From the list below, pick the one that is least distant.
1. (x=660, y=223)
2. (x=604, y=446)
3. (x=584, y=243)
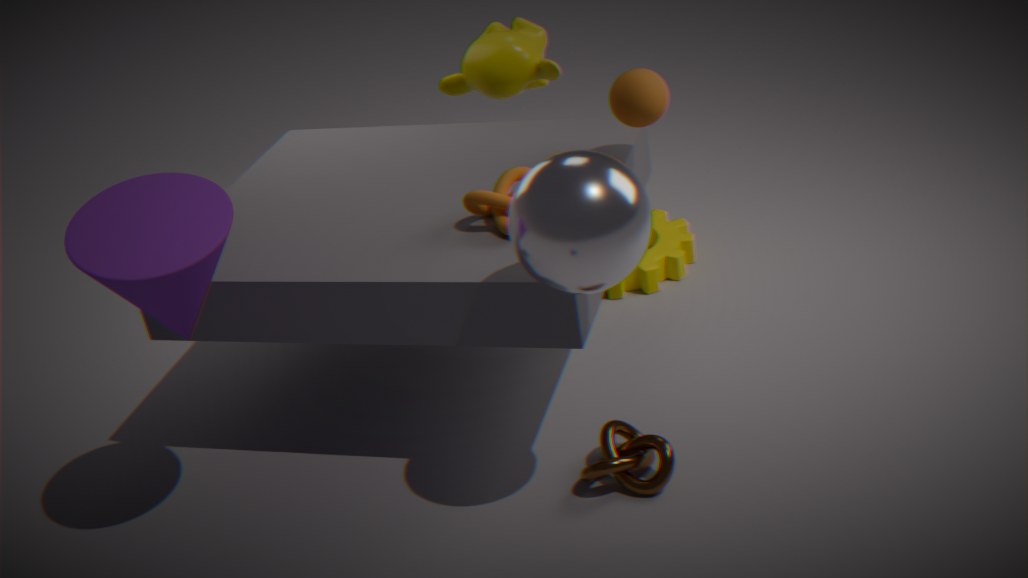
(x=584, y=243)
